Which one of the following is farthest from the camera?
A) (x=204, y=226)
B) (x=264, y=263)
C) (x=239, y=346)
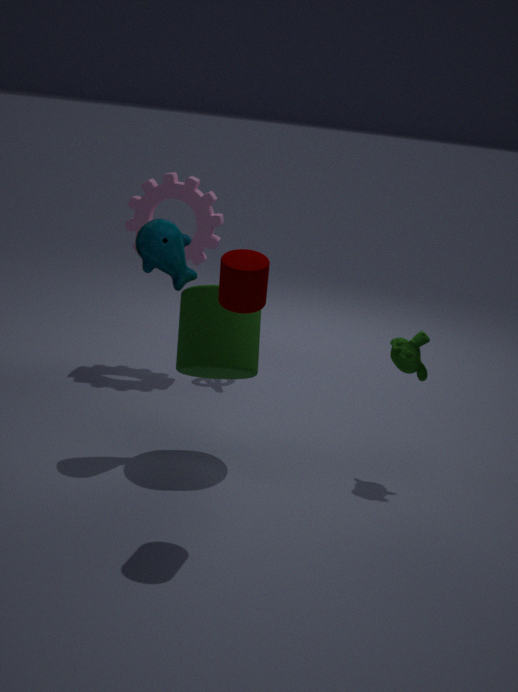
(x=204, y=226)
